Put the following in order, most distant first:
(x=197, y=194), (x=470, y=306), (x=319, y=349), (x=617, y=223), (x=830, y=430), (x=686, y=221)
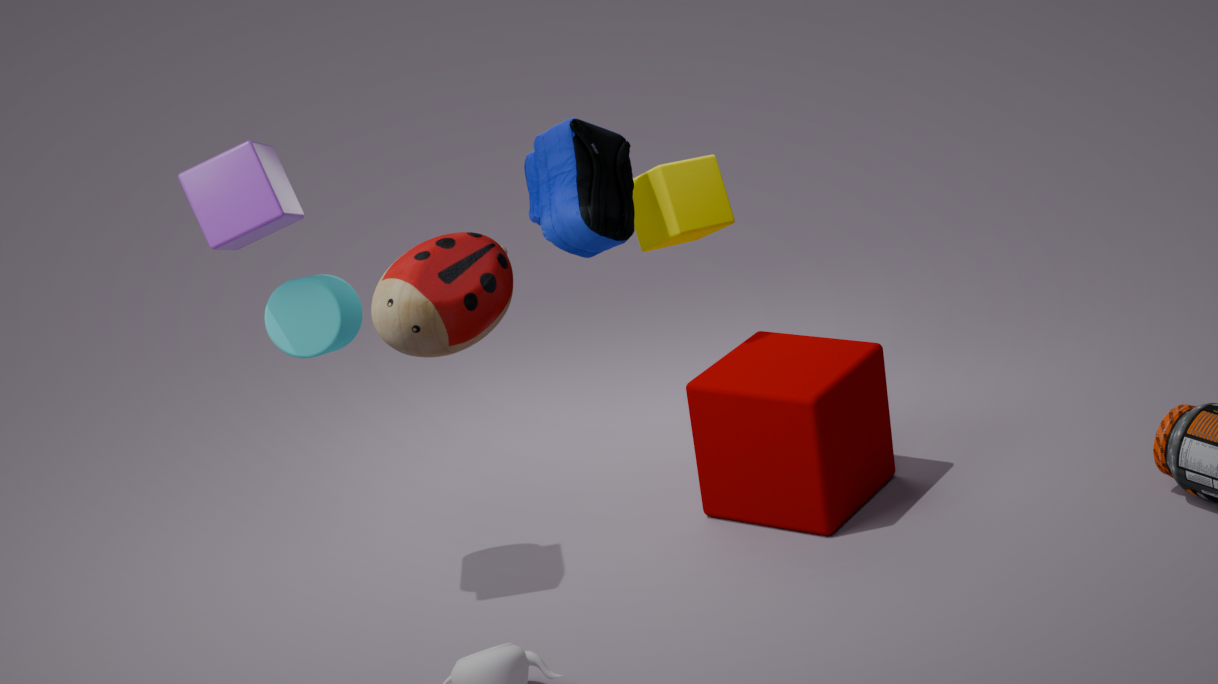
(x=686, y=221) < (x=617, y=223) < (x=830, y=430) < (x=319, y=349) < (x=197, y=194) < (x=470, y=306)
